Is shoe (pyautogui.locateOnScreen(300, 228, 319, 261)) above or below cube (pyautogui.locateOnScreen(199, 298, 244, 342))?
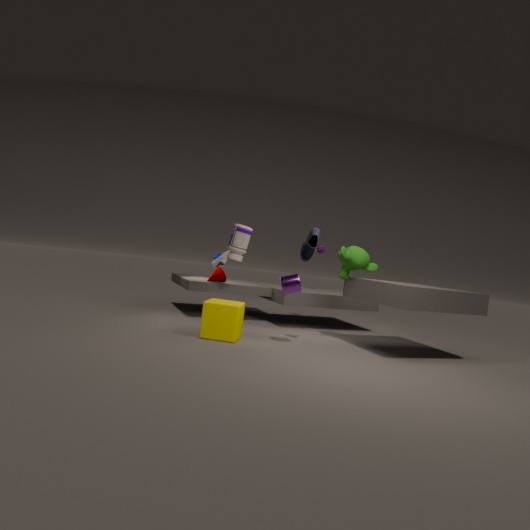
above
